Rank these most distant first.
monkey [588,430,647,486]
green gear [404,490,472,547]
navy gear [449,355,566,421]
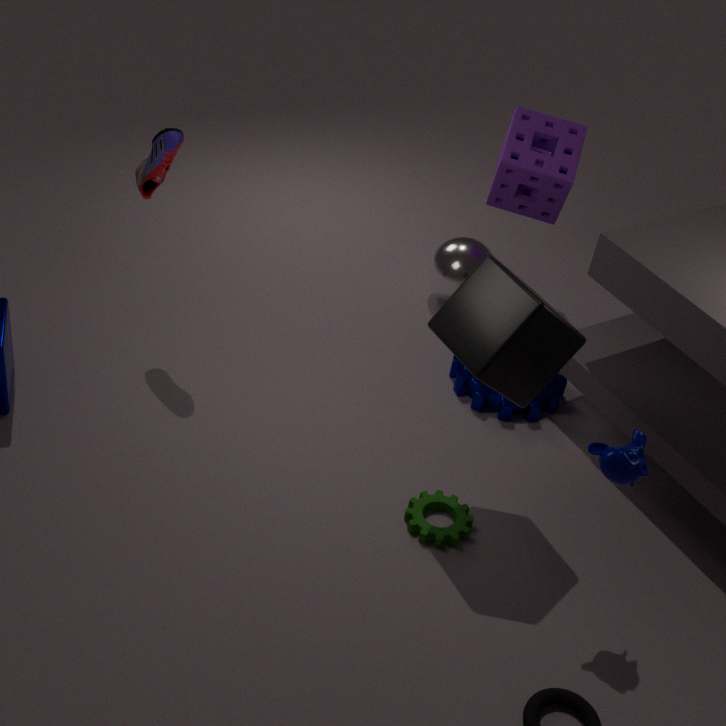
navy gear [449,355,566,421] → green gear [404,490,472,547] → monkey [588,430,647,486]
